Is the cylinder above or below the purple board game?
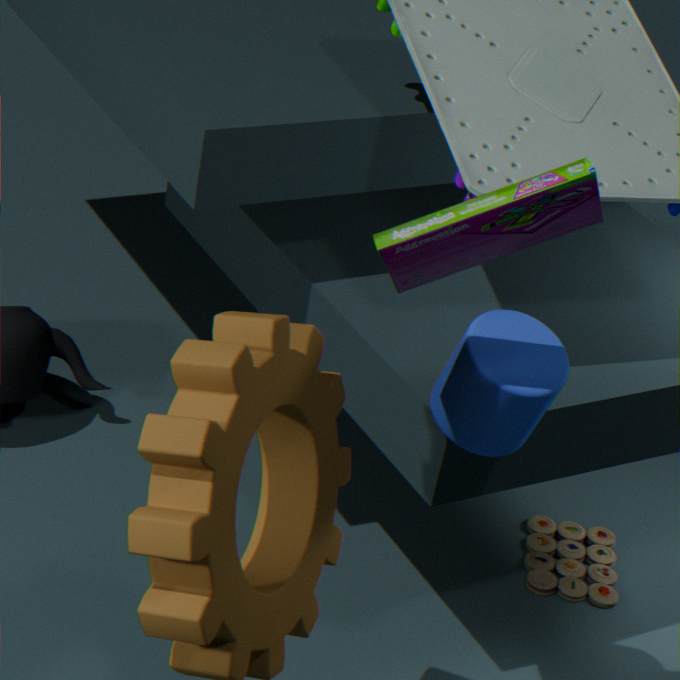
below
